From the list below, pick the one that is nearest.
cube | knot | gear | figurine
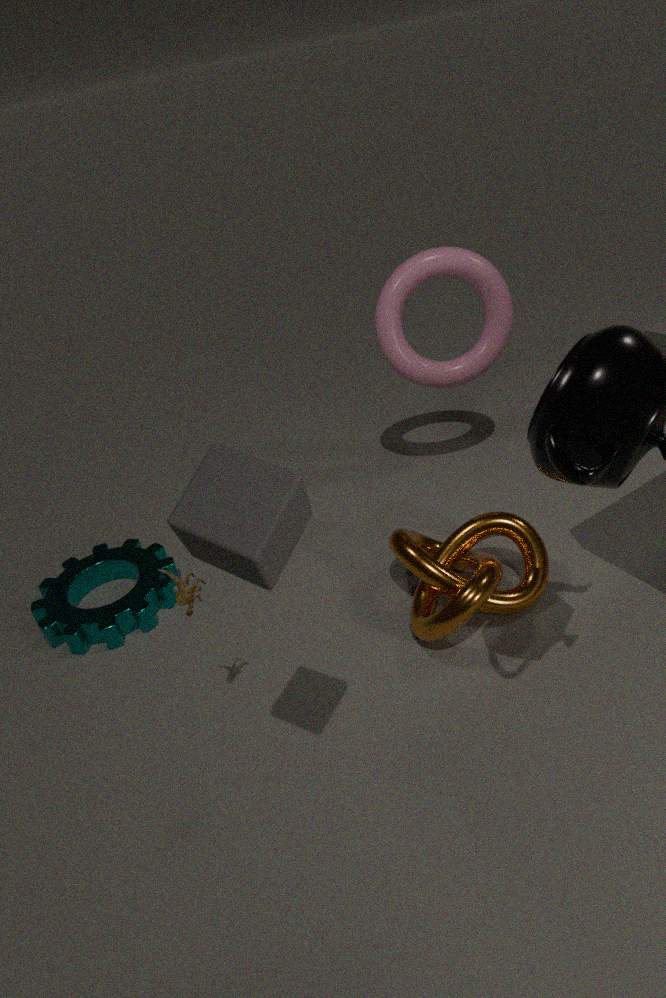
cube
